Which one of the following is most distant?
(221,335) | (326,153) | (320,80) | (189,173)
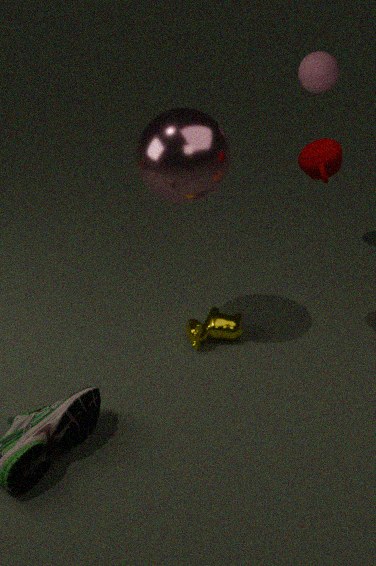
(320,80)
